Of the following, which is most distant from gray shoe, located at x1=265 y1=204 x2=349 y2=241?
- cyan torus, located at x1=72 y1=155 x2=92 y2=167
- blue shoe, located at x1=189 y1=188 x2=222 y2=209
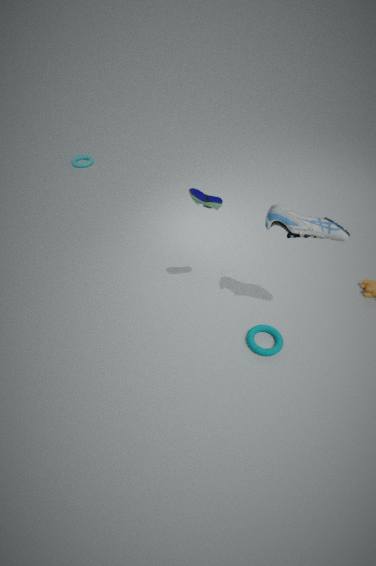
cyan torus, located at x1=72 y1=155 x2=92 y2=167
